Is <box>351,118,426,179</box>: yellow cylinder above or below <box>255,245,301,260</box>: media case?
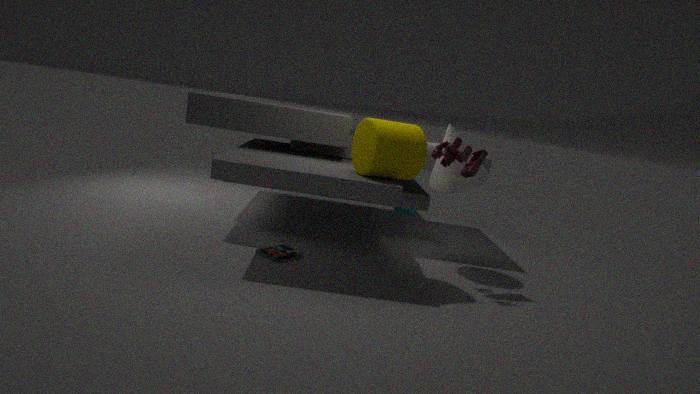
above
